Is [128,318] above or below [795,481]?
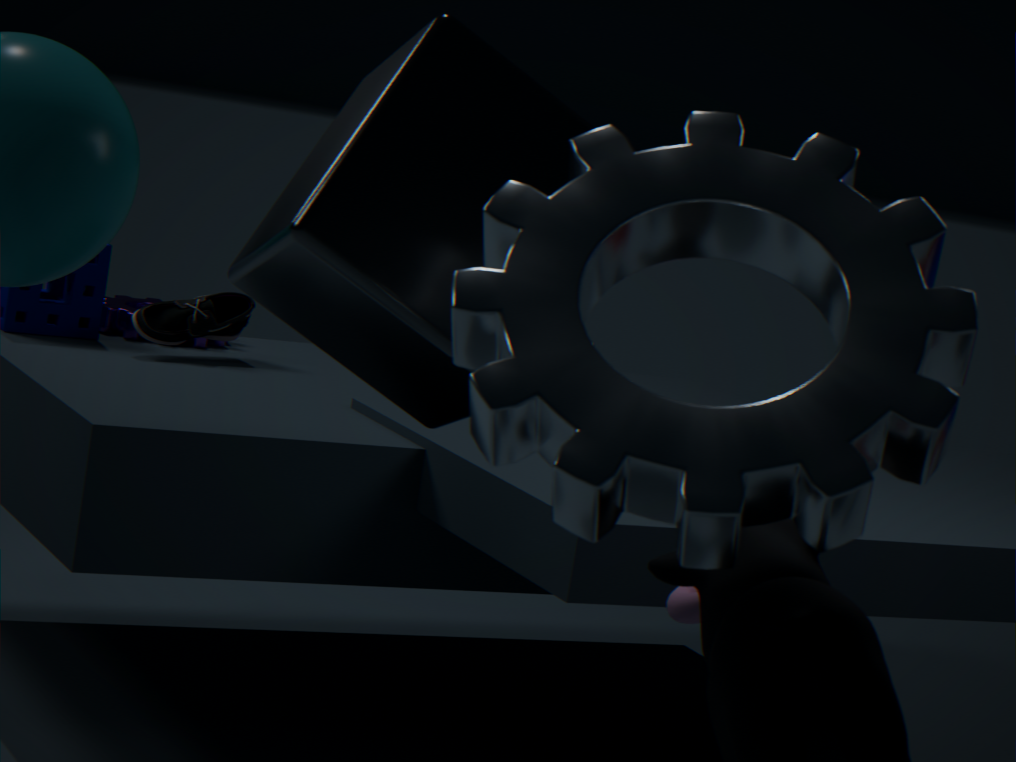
below
